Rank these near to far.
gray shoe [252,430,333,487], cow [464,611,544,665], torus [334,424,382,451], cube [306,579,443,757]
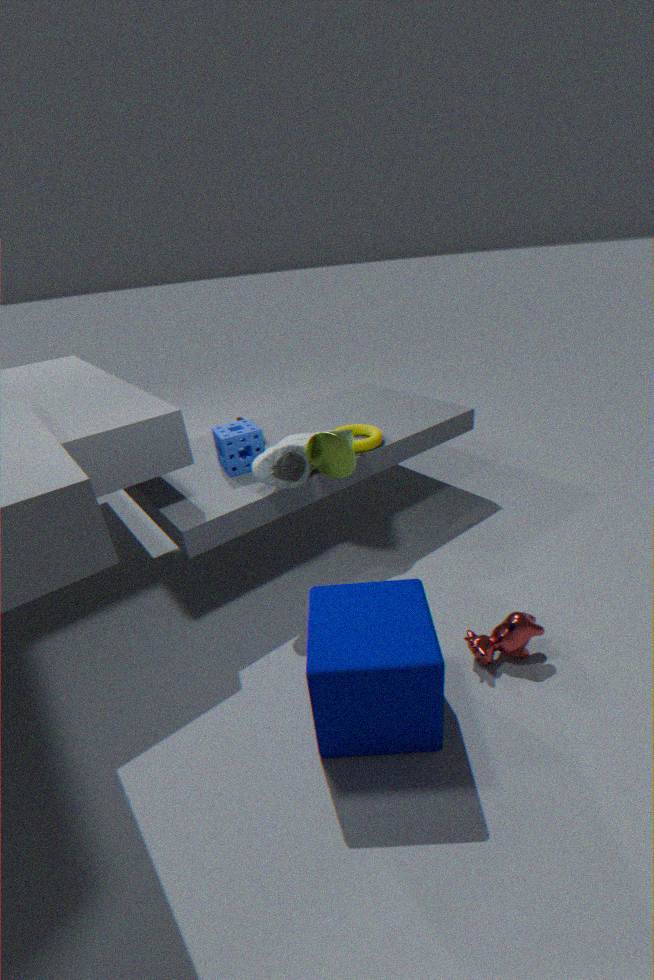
1. cube [306,579,443,757]
2. cow [464,611,544,665]
3. gray shoe [252,430,333,487]
4. torus [334,424,382,451]
